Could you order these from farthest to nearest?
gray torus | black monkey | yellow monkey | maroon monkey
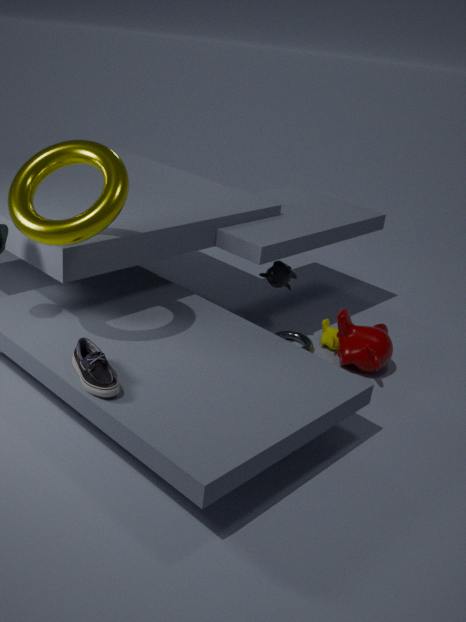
yellow monkey
gray torus
black monkey
maroon monkey
